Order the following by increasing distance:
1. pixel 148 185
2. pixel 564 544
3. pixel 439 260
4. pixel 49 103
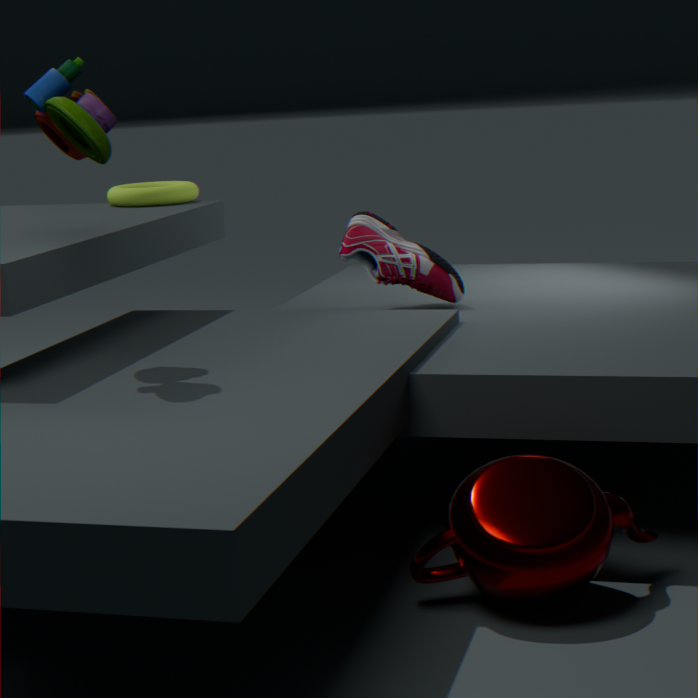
pixel 564 544
pixel 49 103
pixel 439 260
pixel 148 185
